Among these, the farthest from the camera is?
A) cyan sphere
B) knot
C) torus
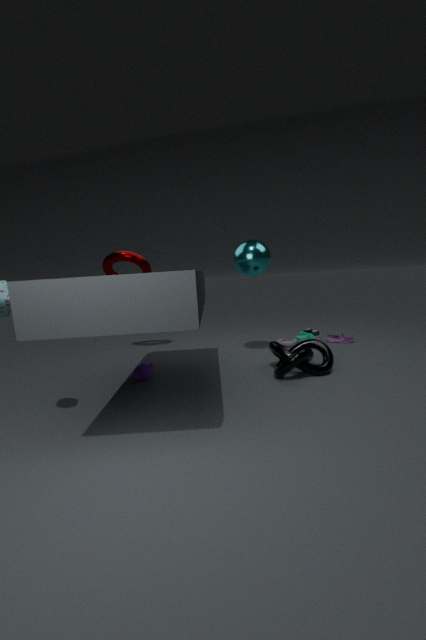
torus
